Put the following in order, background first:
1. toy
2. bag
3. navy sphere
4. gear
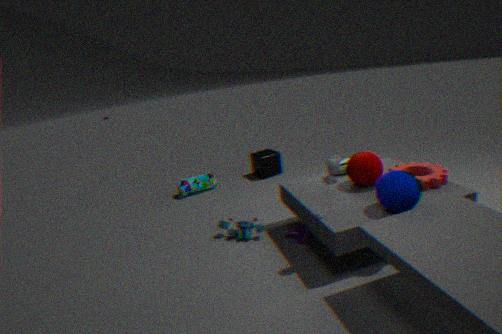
bag < toy < gear < navy sphere
